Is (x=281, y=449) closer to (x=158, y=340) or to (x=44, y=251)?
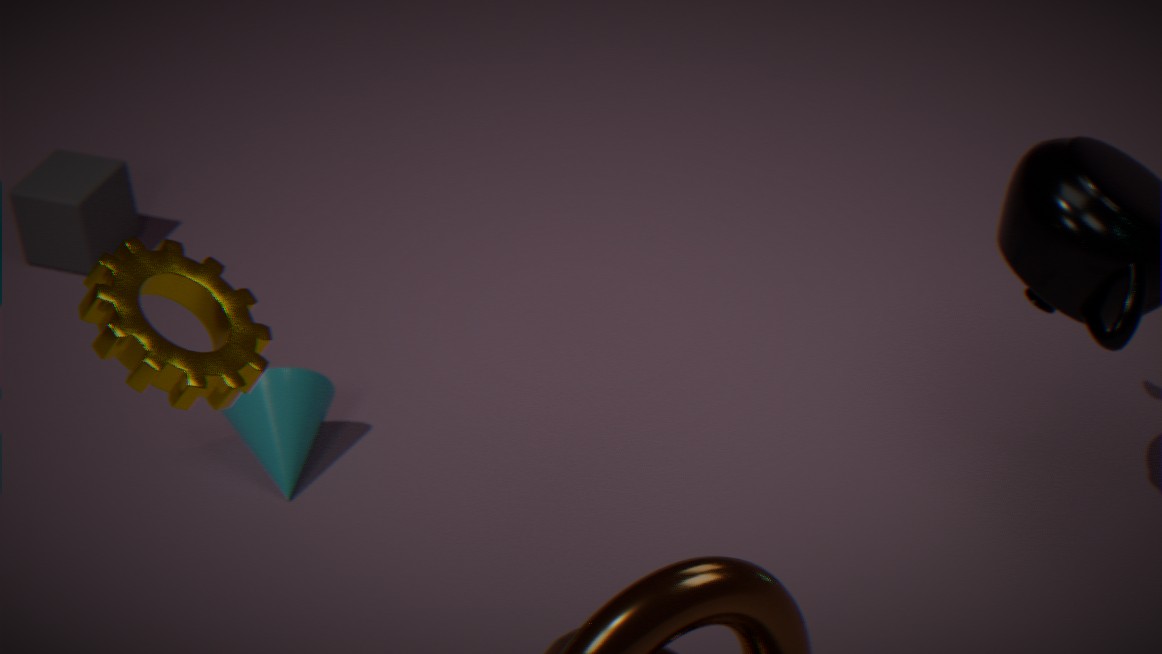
(x=44, y=251)
